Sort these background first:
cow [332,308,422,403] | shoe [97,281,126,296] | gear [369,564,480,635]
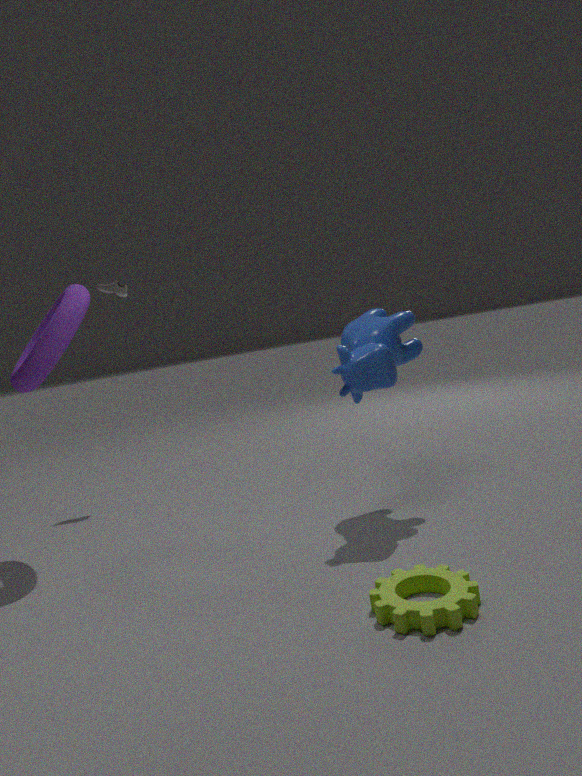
shoe [97,281,126,296]
cow [332,308,422,403]
gear [369,564,480,635]
